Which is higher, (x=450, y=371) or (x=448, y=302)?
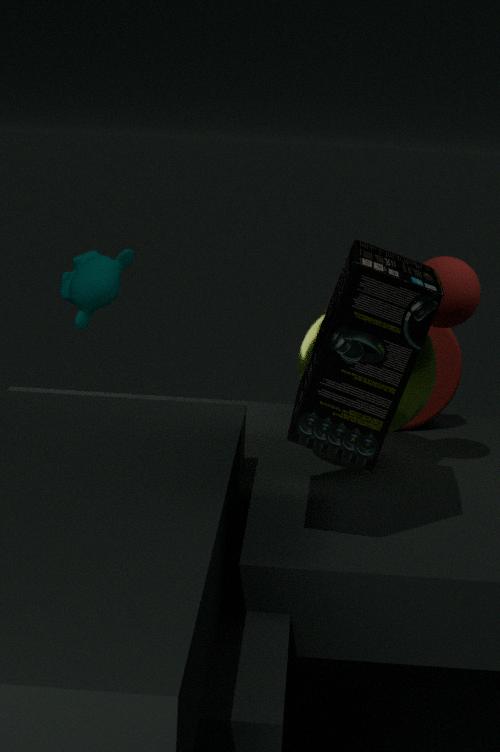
(x=448, y=302)
